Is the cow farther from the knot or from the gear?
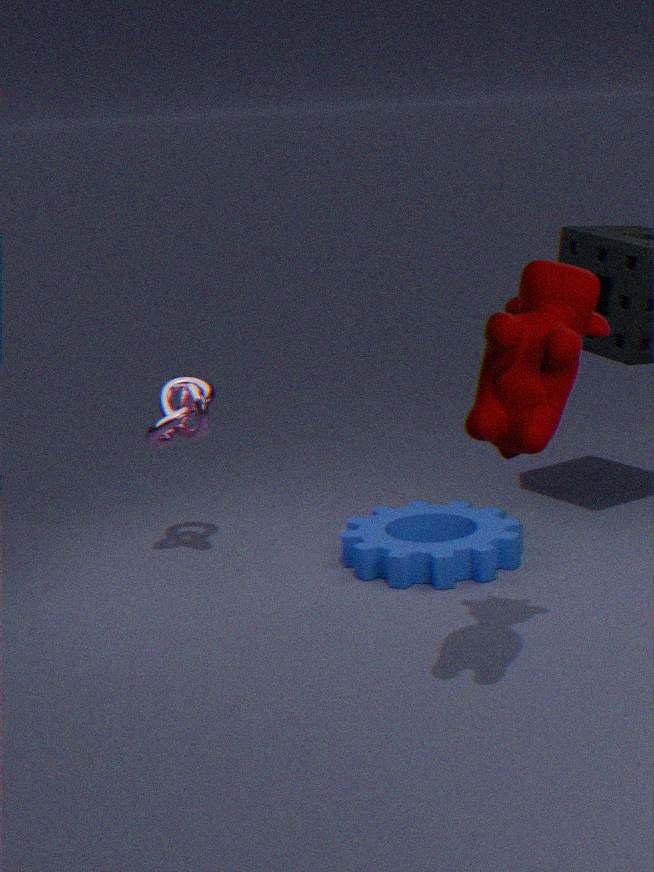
the knot
